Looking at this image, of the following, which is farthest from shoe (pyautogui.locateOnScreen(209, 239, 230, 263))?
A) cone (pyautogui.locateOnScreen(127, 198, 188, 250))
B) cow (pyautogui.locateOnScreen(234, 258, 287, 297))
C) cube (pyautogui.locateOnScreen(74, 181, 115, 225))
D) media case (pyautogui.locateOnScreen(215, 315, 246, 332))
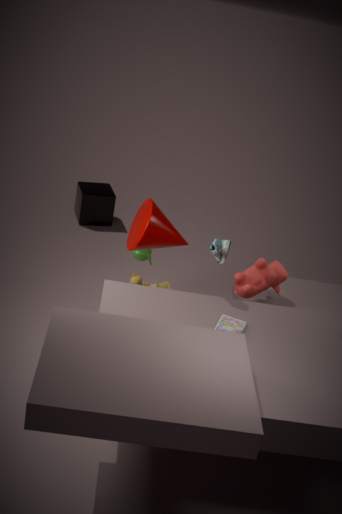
cube (pyautogui.locateOnScreen(74, 181, 115, 225))
